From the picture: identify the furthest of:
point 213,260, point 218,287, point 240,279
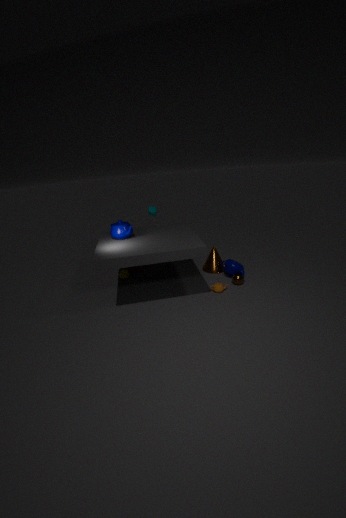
point 213,260
